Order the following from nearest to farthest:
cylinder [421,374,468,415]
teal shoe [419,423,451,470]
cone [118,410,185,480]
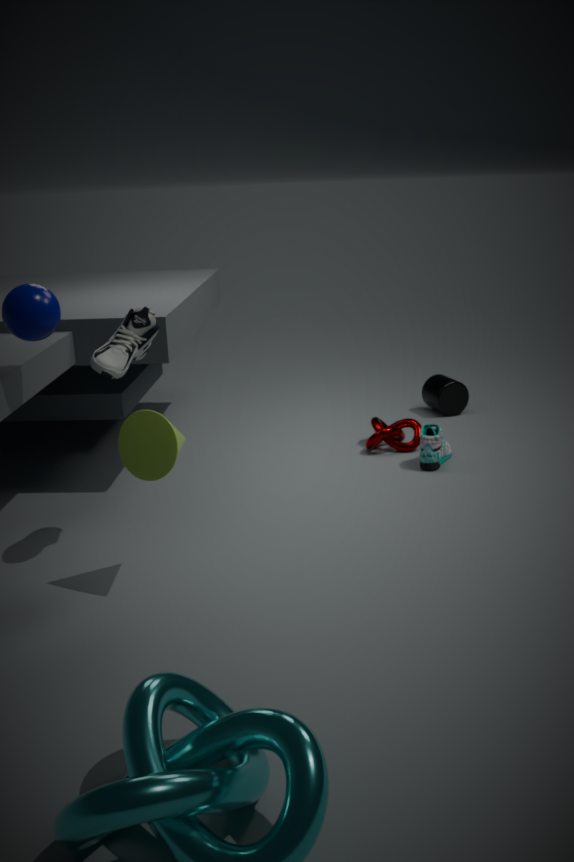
cone [118,410,185,480]
teal shoe [419,423,451,470]
cylinder [421,374,468,415]
